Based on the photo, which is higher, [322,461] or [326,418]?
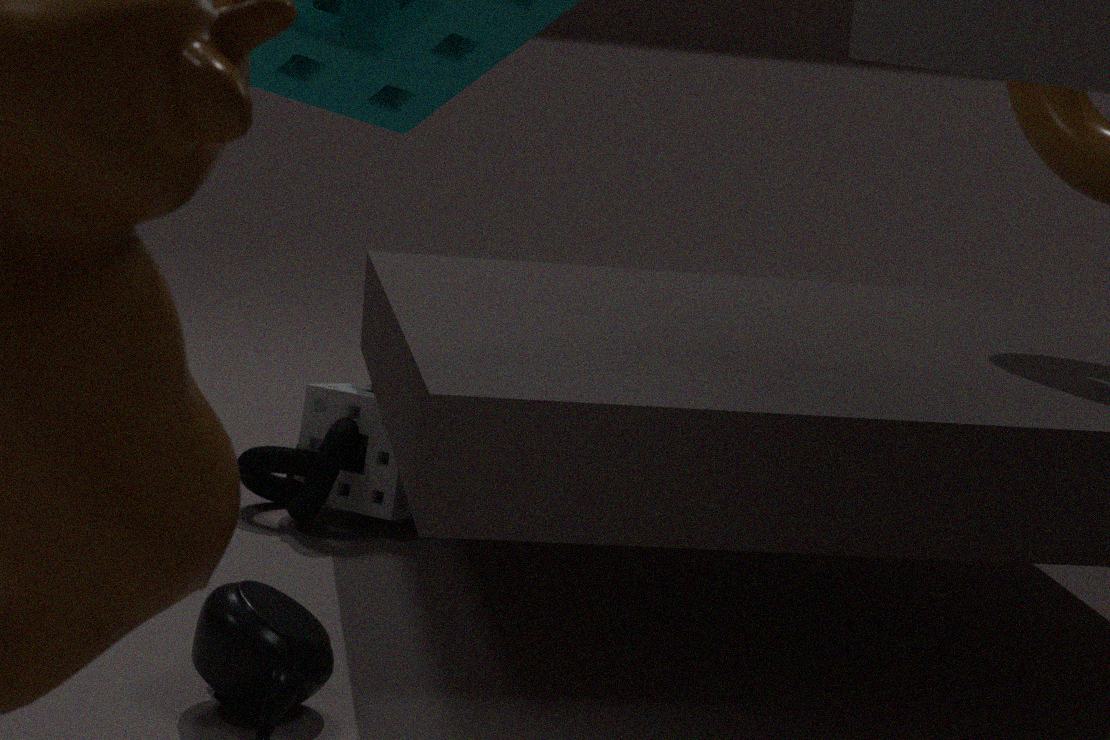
[326,418]
